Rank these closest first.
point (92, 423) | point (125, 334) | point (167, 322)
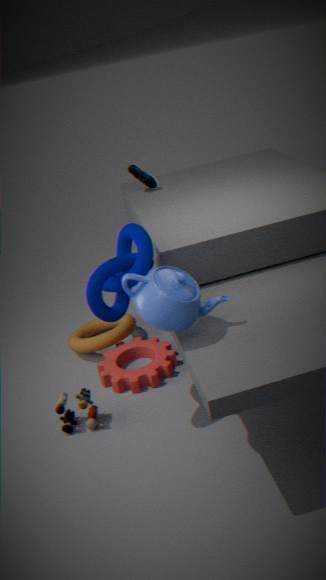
1. point (167, 322)
2. point (92, 423)
3. point (125, 334)
